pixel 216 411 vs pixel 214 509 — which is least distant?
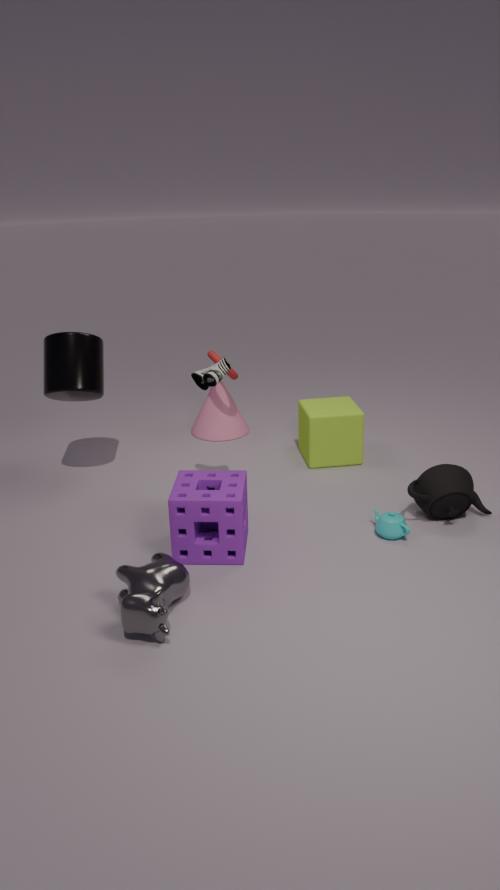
pixel 214 509
